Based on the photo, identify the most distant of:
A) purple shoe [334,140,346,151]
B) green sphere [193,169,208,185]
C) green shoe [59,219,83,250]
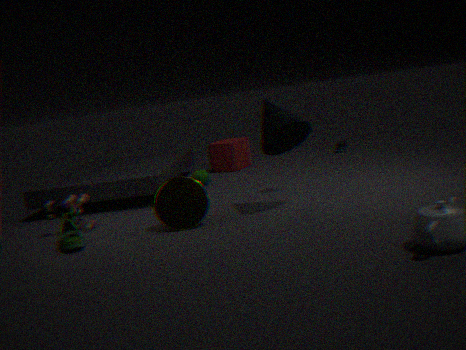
A. purple shoe [334,140,346,151]
